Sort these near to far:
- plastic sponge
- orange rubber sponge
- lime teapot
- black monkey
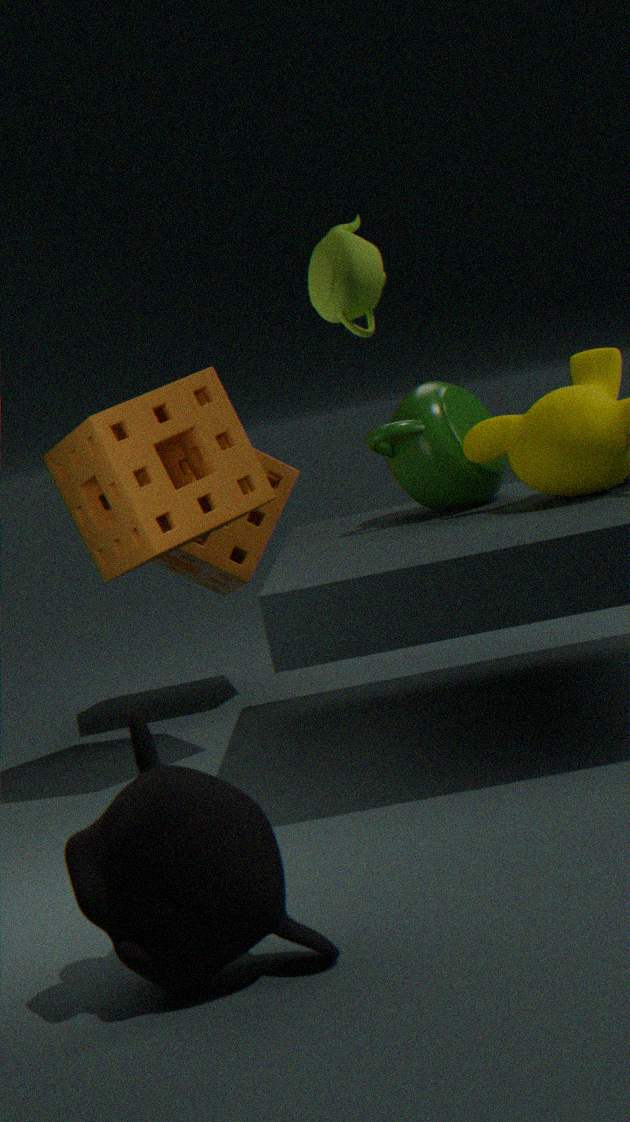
black monkey → lime teapot → orange rubber sponge → plastic sponge
